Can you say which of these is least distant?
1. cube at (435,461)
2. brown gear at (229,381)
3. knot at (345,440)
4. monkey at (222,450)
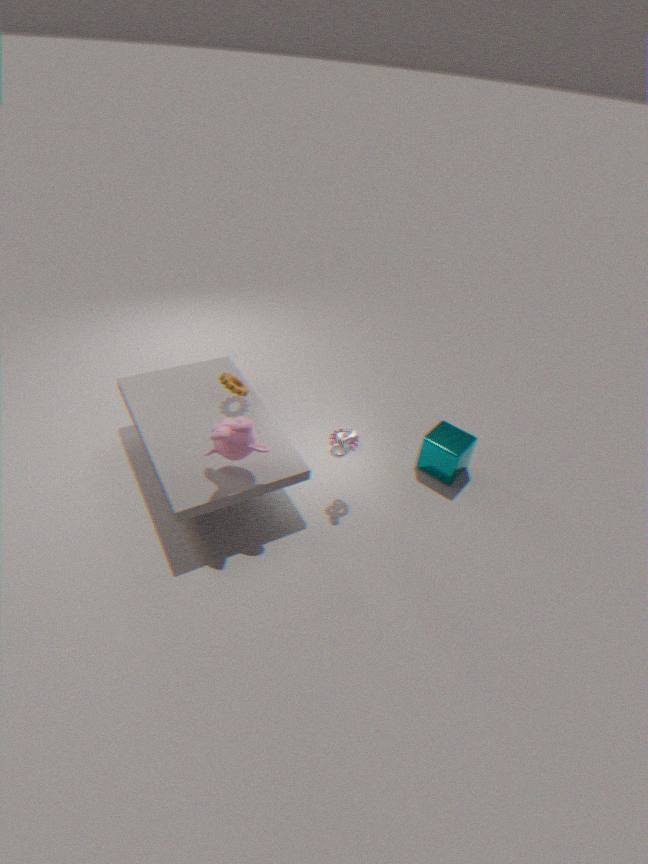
monkey at (222,450)
